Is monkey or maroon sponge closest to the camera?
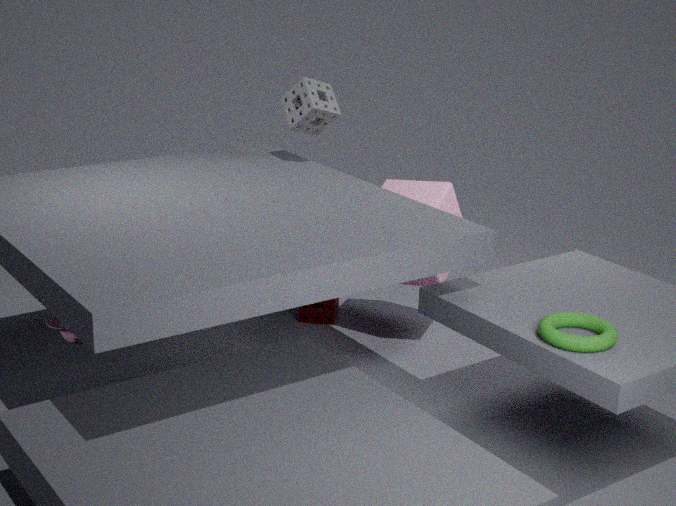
monkey
